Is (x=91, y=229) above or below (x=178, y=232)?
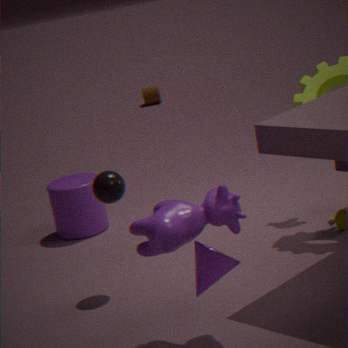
below
